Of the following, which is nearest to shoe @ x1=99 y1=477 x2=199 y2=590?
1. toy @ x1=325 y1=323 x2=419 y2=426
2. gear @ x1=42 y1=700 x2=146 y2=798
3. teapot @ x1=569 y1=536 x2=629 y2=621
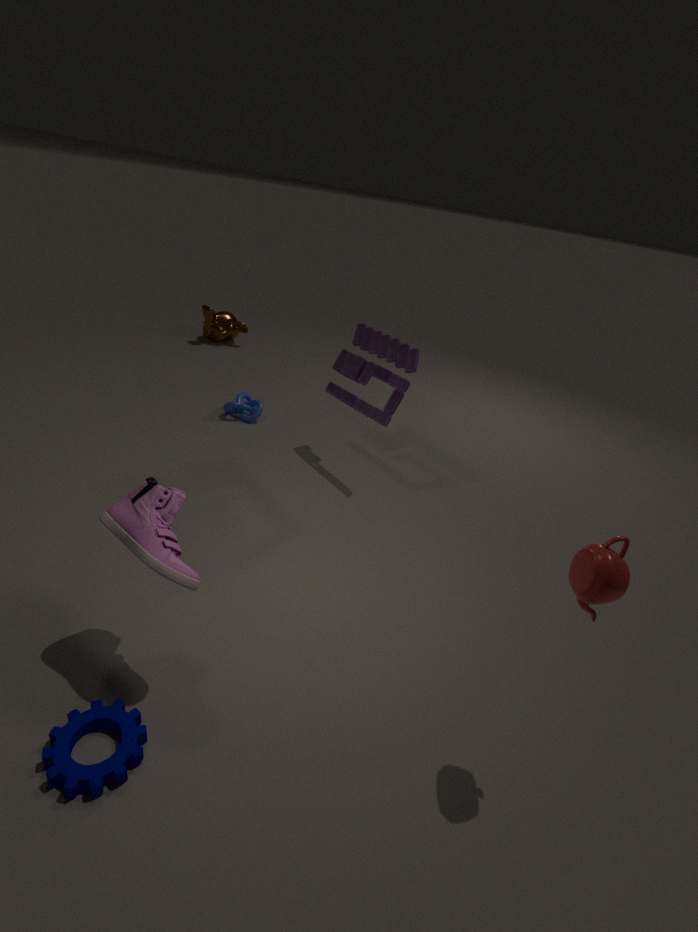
gear @ x1=42 y1=700 x2=146 y2=798
